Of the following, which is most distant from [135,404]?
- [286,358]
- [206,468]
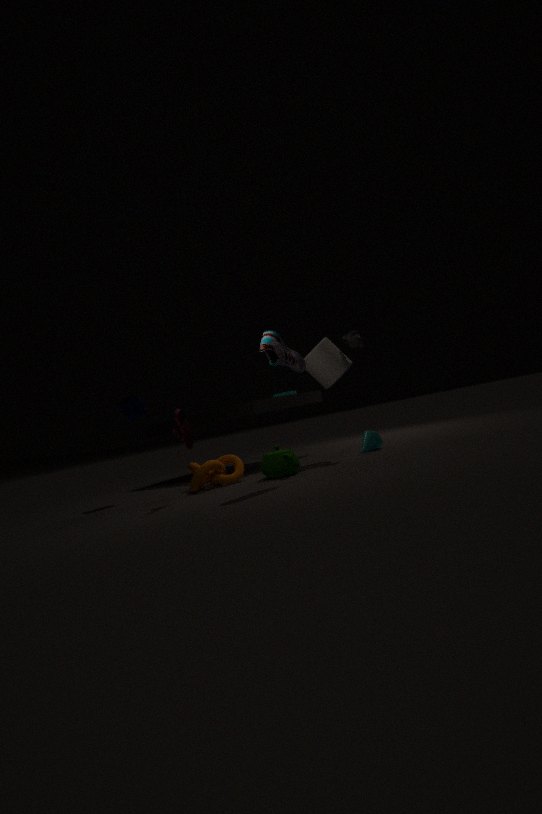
[286,358]
